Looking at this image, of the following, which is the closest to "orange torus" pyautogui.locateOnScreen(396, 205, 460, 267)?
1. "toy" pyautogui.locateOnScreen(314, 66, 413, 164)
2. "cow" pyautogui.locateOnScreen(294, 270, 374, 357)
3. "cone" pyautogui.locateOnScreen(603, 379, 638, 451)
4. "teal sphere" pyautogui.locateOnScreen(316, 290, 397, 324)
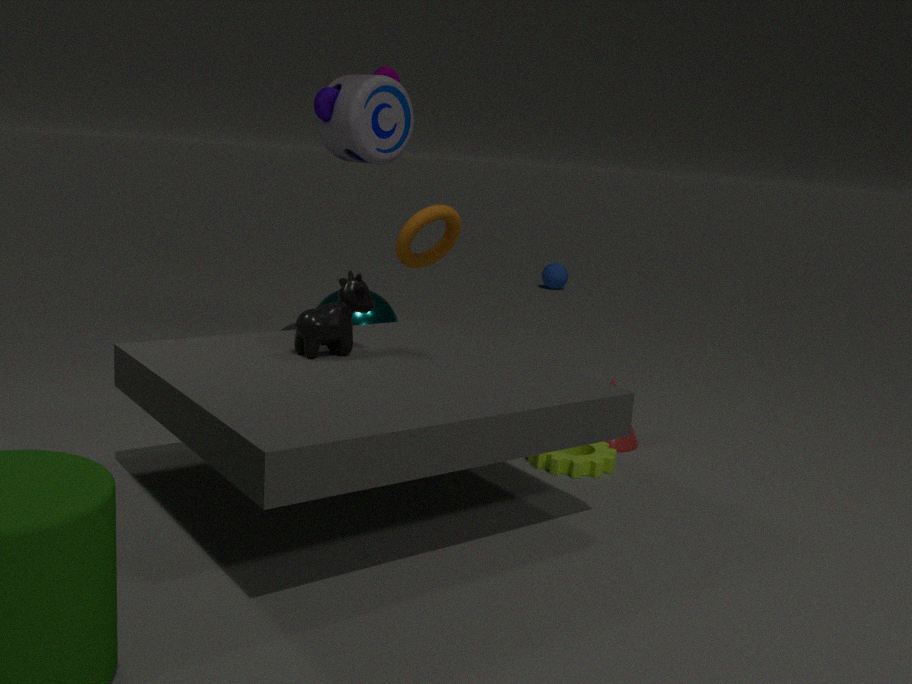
"teal sphere" pyautogui.locateOnScreen(316, 290, 397, 324)
